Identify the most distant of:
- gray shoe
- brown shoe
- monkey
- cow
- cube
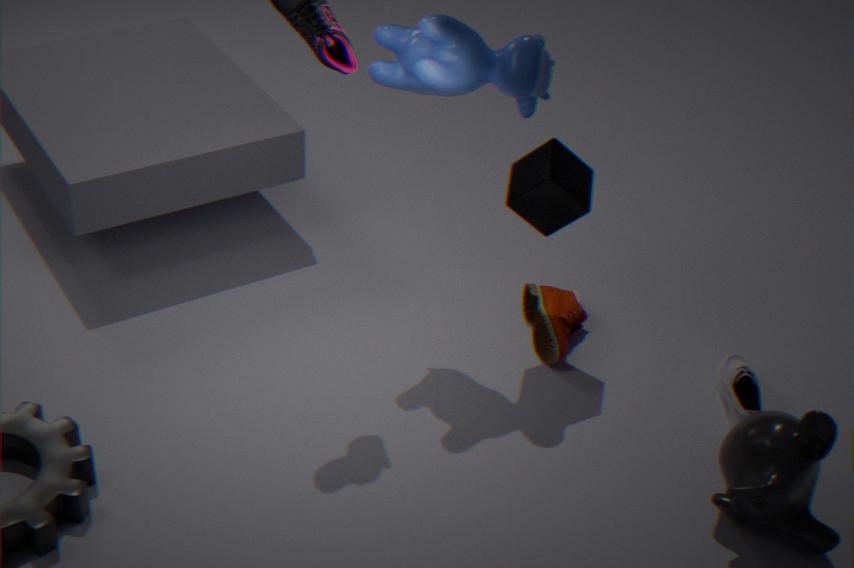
brown shoe
